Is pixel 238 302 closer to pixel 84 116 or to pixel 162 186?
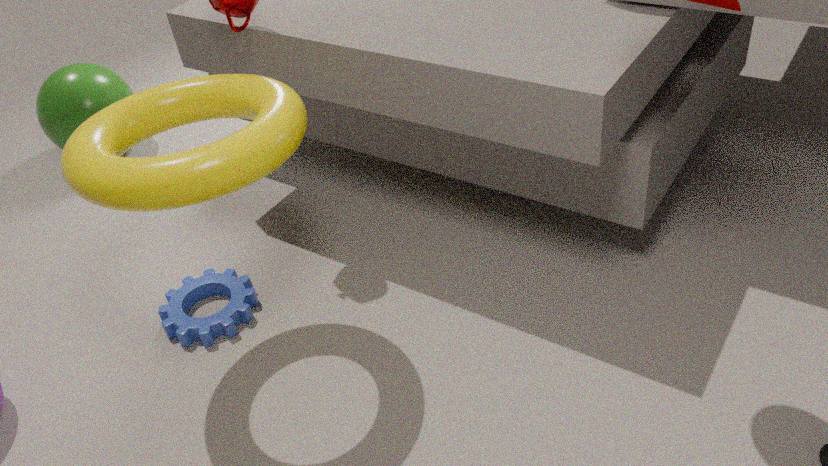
pixel 162 186
